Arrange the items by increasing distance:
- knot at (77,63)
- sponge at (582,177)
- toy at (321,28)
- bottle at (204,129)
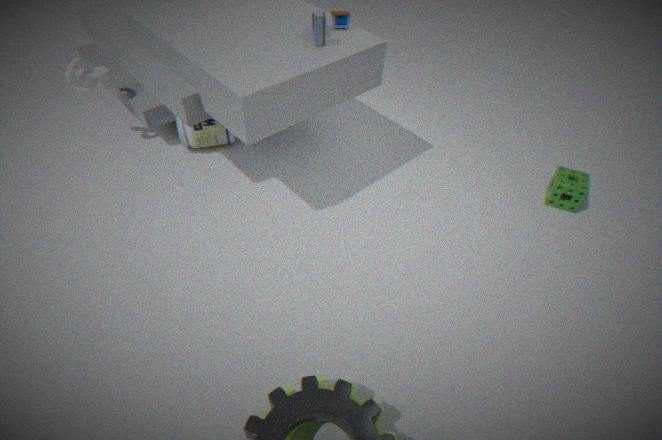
toy at (321,28) → knot at (77,63) → sponge at (582,177) → bottle at (204,129)
